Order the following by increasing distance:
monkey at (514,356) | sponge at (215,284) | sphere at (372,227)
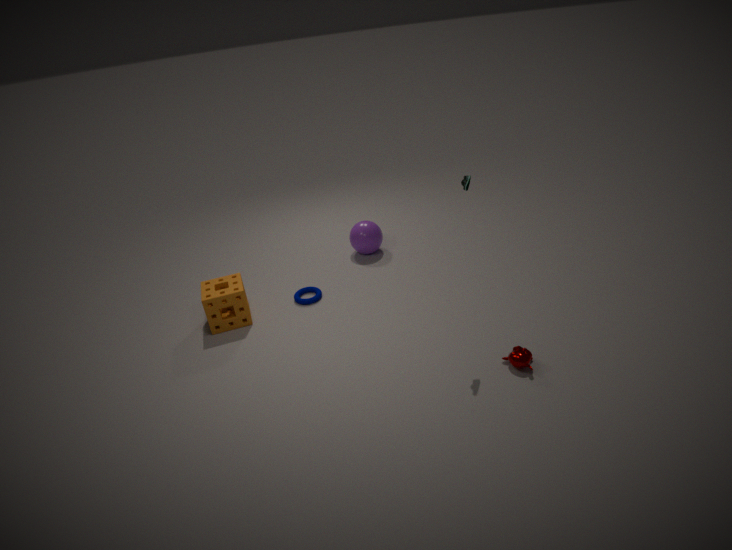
1. monkey at (514,356)
2. sponge at (215,284)
3. sphere at (372,227)
